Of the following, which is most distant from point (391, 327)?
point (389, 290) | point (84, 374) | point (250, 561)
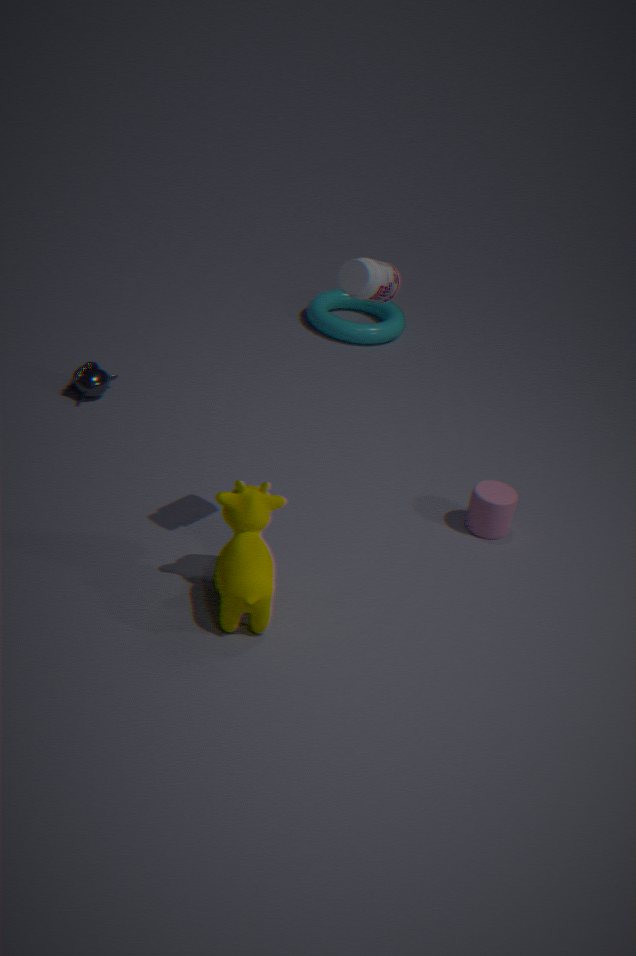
point (250, 561)
